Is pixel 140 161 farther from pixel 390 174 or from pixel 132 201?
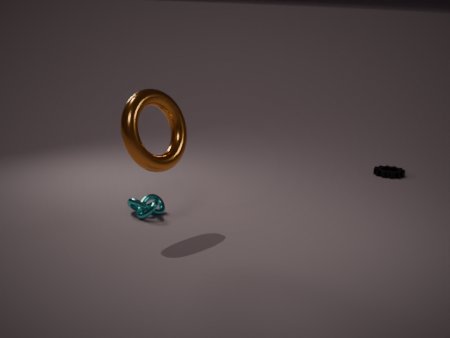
pixel 390 174
